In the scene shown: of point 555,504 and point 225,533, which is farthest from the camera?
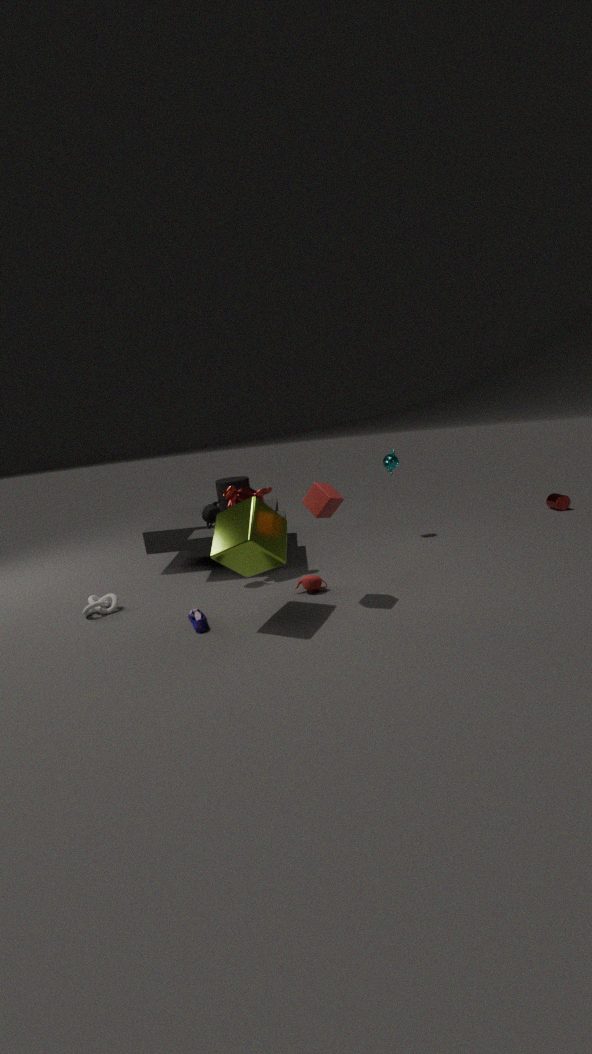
point 555,504
